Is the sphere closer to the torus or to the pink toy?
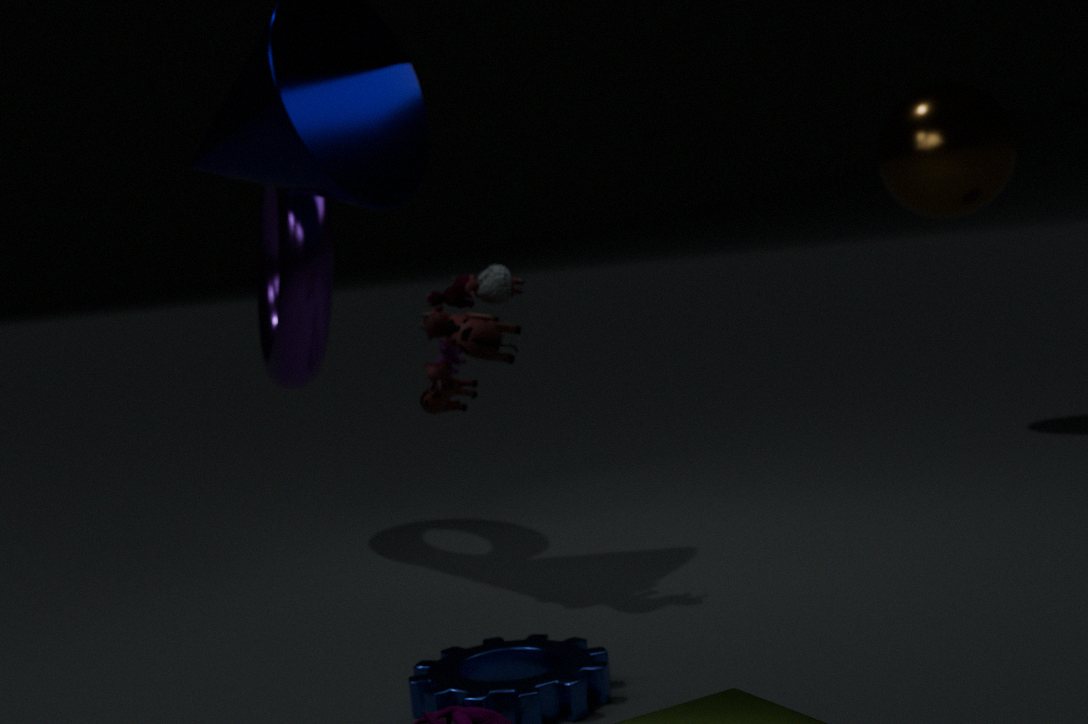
the torus
